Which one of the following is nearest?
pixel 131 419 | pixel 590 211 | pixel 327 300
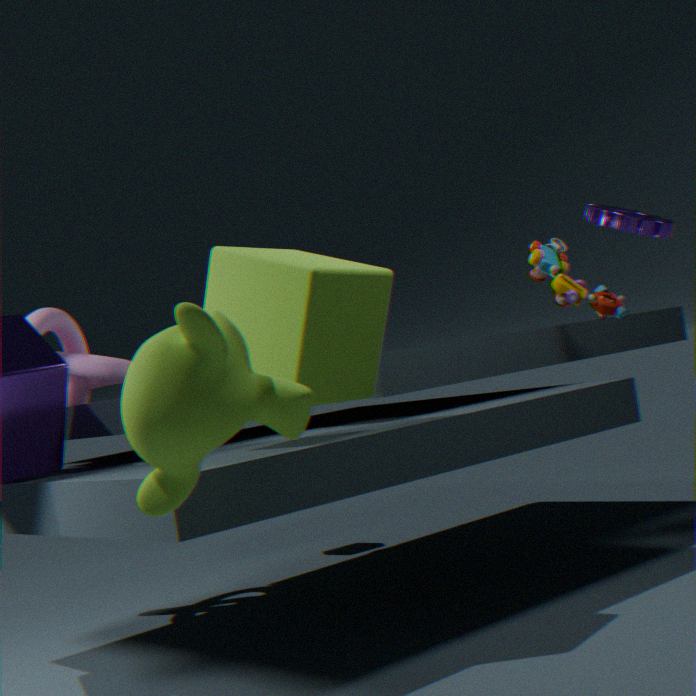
pixel 131 419
